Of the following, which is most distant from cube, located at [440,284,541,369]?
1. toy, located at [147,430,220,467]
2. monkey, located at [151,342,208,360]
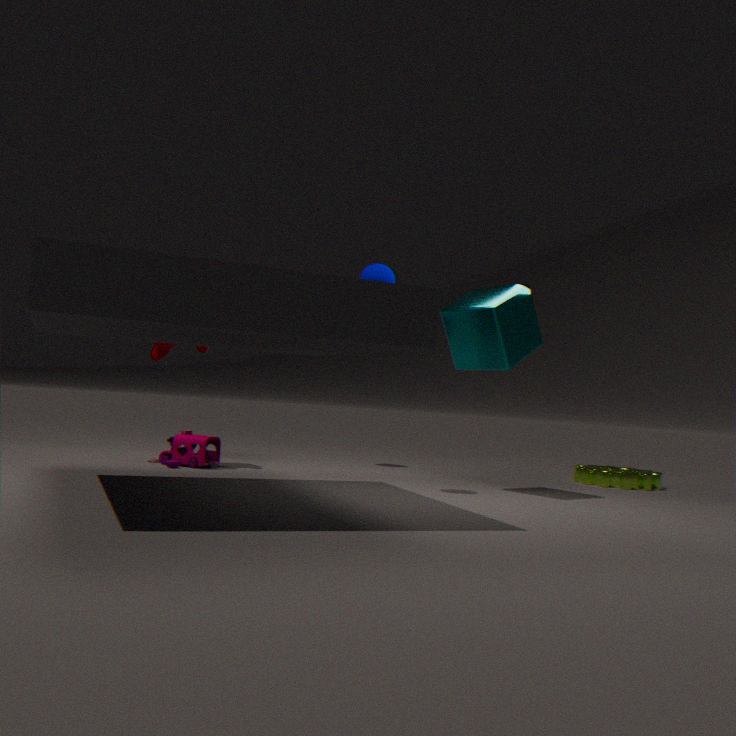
toy, located at [147,430,220,467]
